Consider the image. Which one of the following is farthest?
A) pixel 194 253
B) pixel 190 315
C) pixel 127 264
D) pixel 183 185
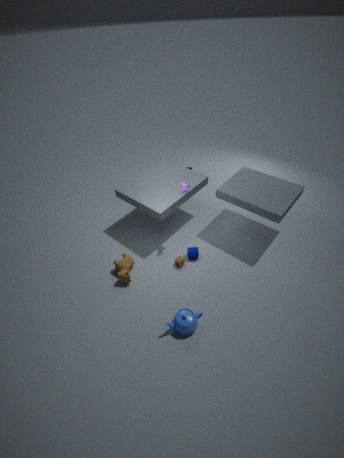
pixel 194 253
